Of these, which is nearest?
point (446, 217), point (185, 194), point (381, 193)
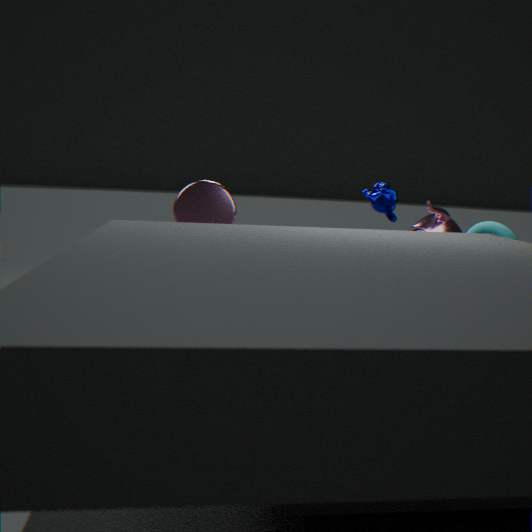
point (446, 217)
